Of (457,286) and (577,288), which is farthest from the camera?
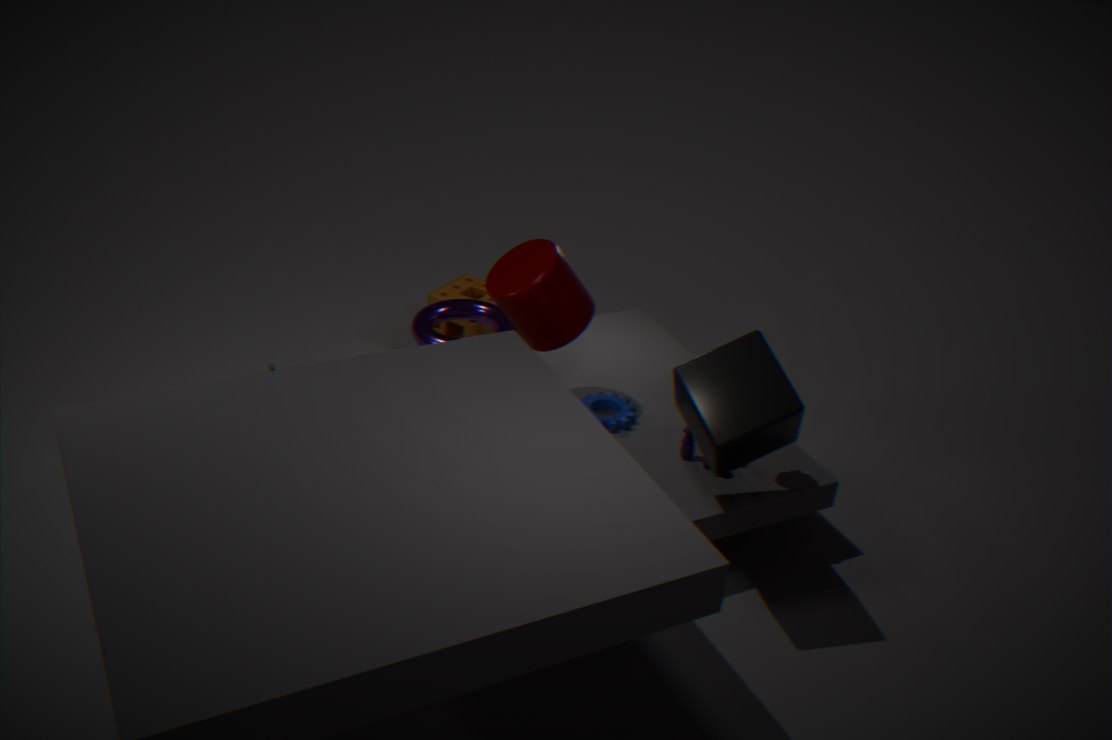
(457,286)
